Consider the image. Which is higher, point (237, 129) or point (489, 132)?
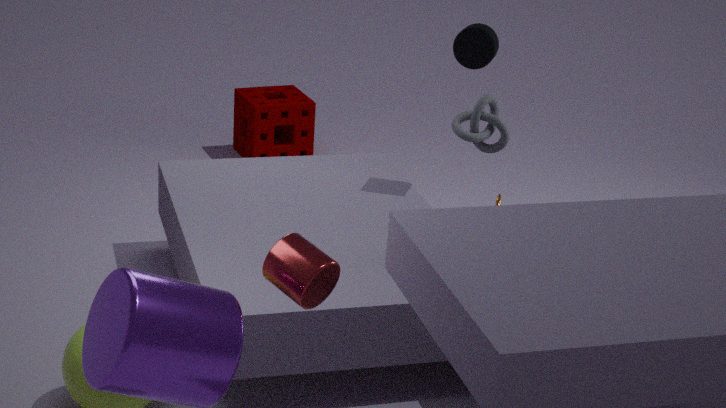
point (489, 132)
